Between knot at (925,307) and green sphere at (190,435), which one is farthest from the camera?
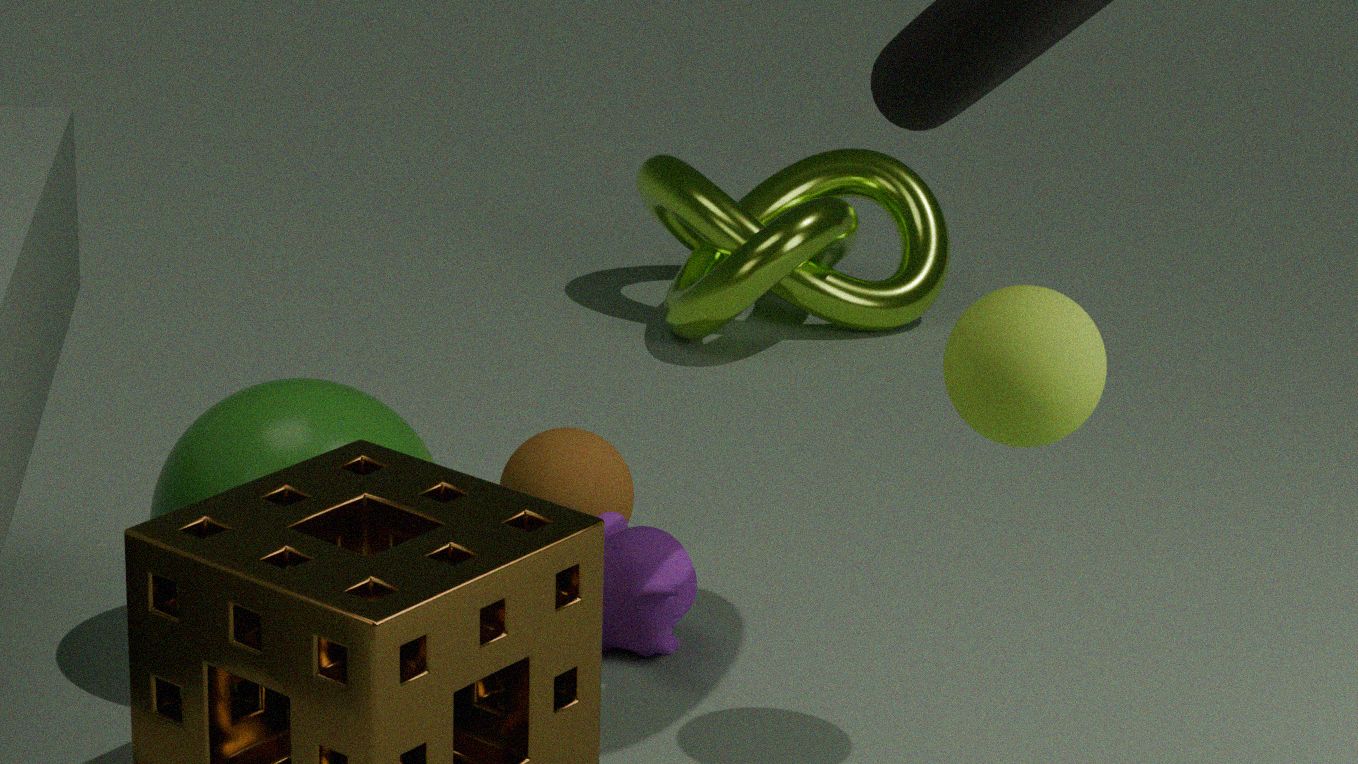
knot at (925,307)
